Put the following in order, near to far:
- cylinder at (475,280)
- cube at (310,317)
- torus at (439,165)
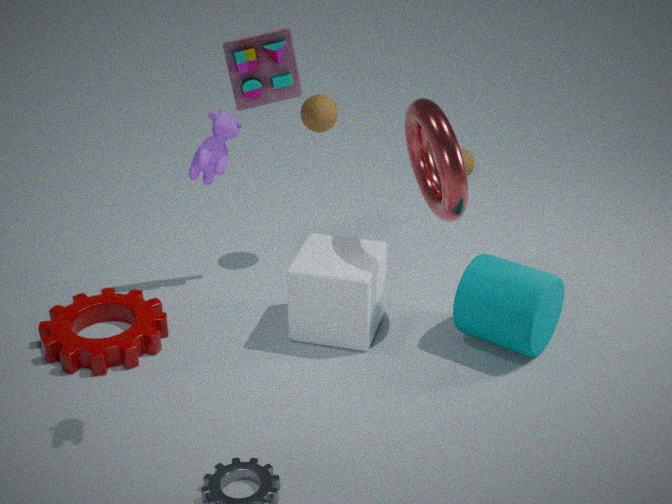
torus at (439,165) → cylinder at (475,280) → cube at (310,317)
